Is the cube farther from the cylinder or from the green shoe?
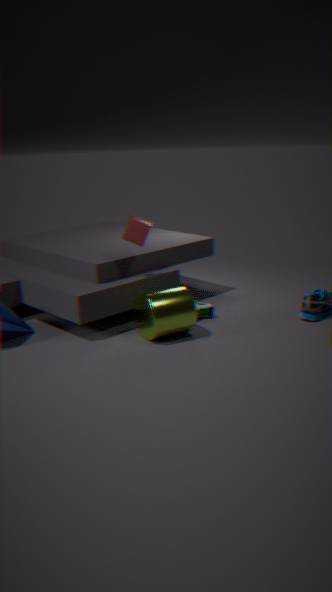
the green shoe
